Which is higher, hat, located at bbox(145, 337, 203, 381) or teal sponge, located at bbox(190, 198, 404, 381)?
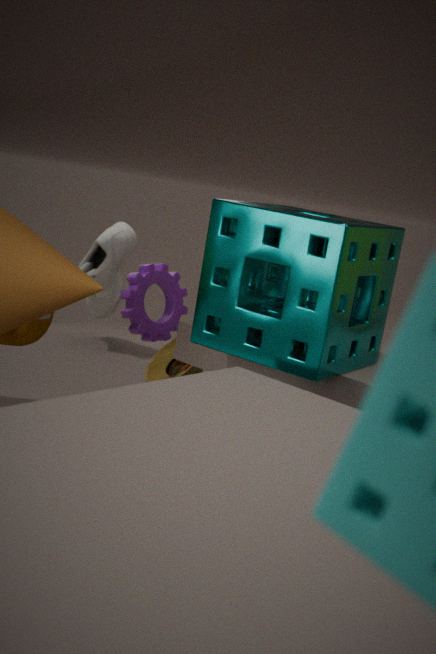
teal sponge, located at bbox(190, 198, 404, 381)
